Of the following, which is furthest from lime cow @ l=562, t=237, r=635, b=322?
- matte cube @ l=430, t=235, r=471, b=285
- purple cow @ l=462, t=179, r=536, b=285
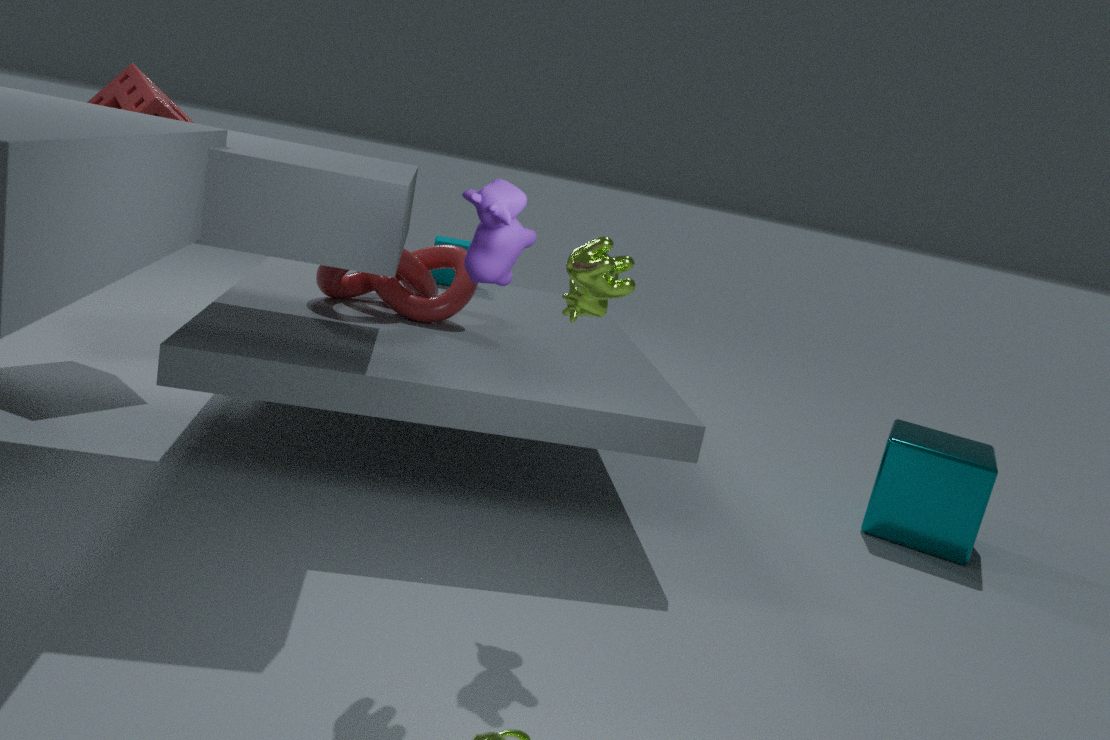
matte cube @ l=430, t=235, r=471, b=285
